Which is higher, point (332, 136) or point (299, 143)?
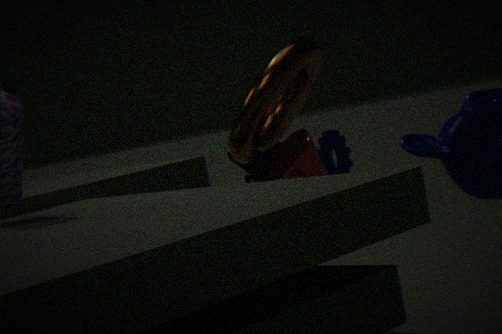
point (299, 143)
